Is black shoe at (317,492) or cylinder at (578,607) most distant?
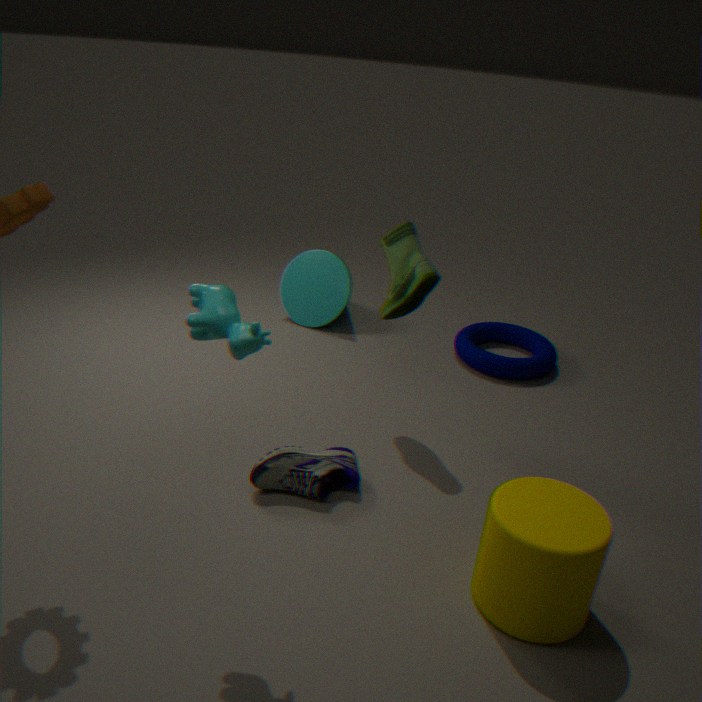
black shoe at (317,492)
